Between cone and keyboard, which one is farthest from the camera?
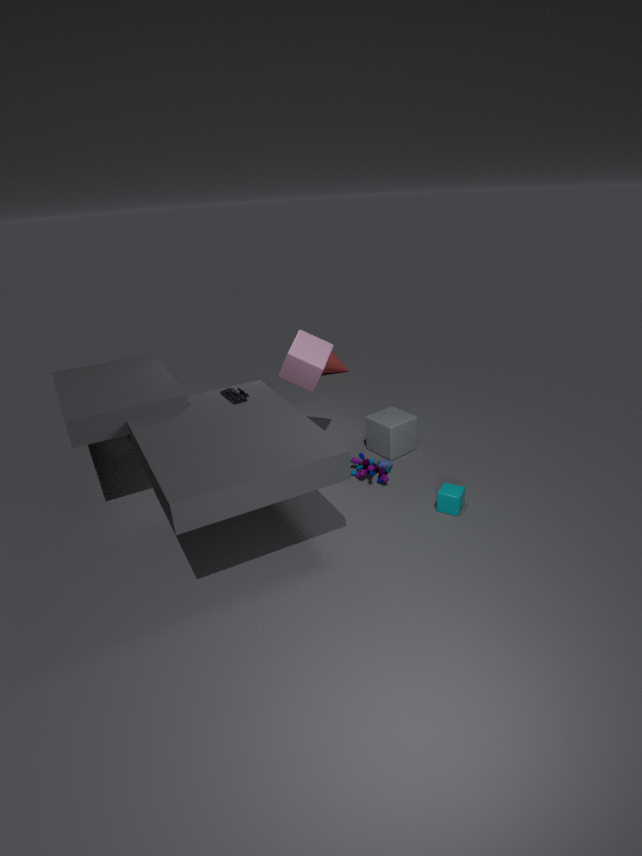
cone
